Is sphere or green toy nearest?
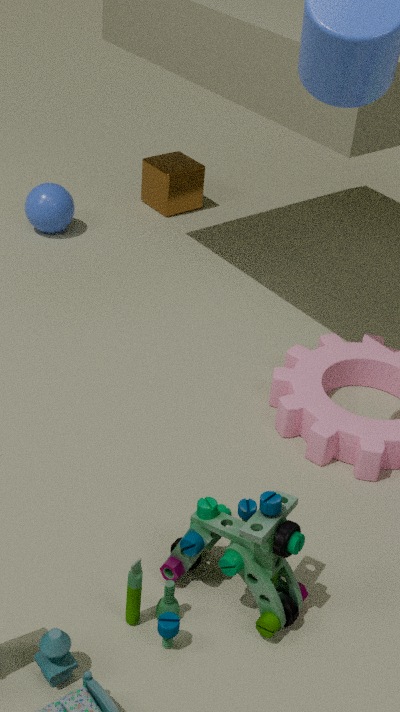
green toy
